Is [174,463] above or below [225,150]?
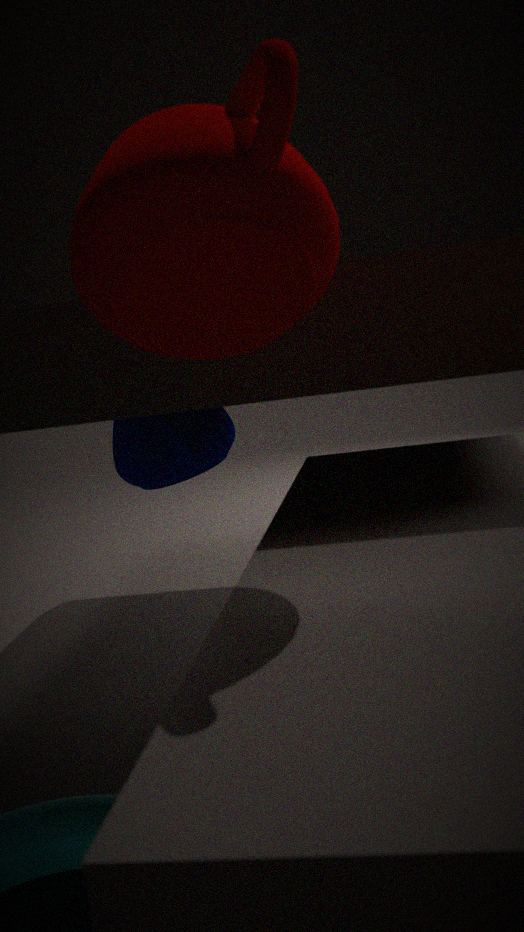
below
